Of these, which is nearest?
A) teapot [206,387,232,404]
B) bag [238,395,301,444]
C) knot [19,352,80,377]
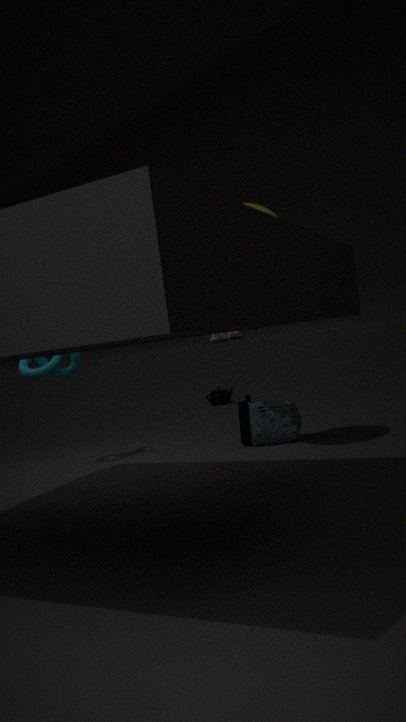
knot [19,352,80,377]
